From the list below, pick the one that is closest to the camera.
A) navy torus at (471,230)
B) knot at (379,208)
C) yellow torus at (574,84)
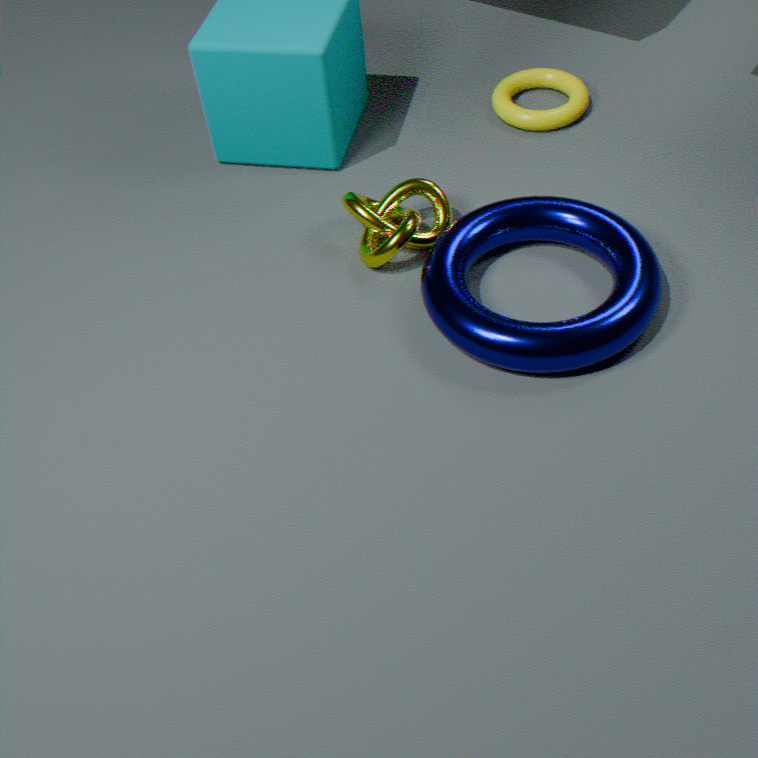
navy torus at (471,230)
